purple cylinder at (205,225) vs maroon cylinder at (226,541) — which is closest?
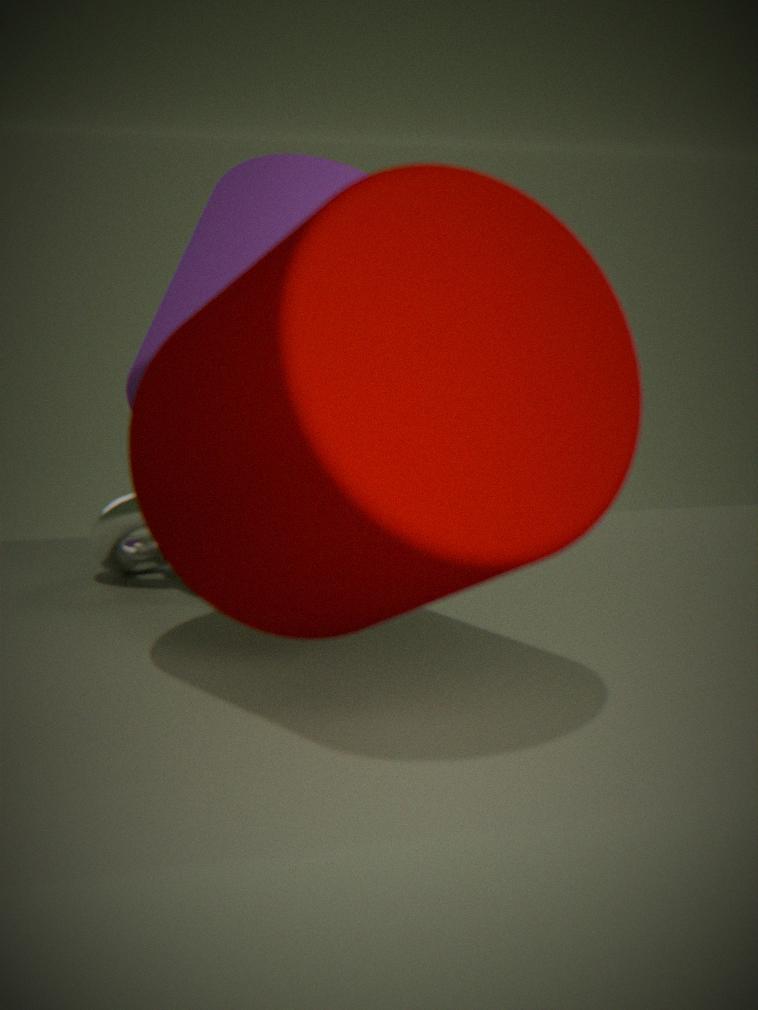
maroon cylinder at (226,541)
